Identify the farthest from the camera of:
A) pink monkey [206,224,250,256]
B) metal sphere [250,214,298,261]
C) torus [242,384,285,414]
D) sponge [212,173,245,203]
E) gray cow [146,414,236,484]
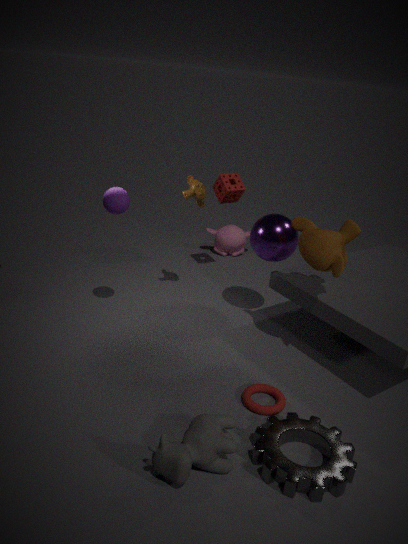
pink monkey [206,224,250,256]
